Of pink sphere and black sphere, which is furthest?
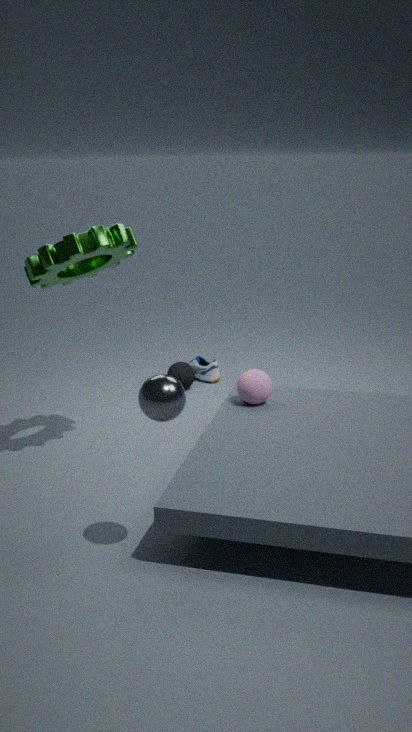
black sphere
